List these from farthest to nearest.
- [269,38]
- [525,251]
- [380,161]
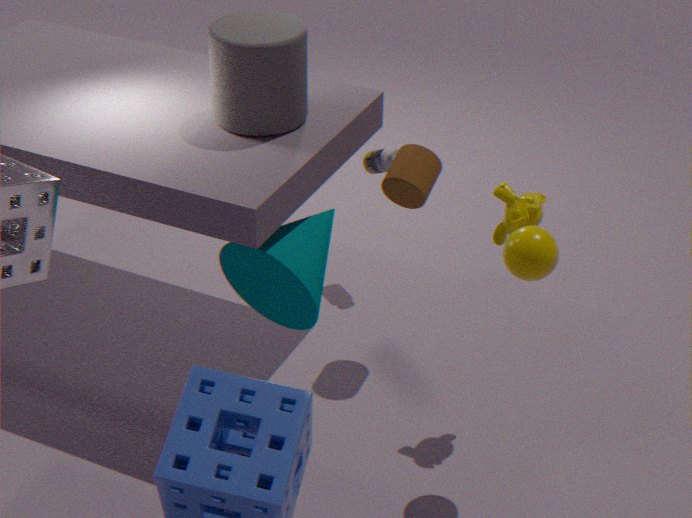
[380,161] < [269,38] < [525,251]
